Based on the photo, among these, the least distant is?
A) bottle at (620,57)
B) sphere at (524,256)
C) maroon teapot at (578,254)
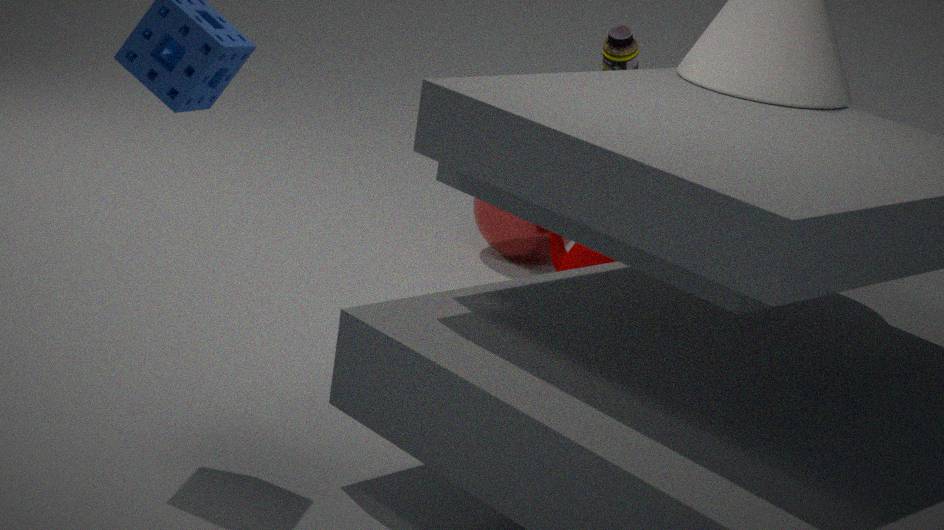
bottle at (620,57)
